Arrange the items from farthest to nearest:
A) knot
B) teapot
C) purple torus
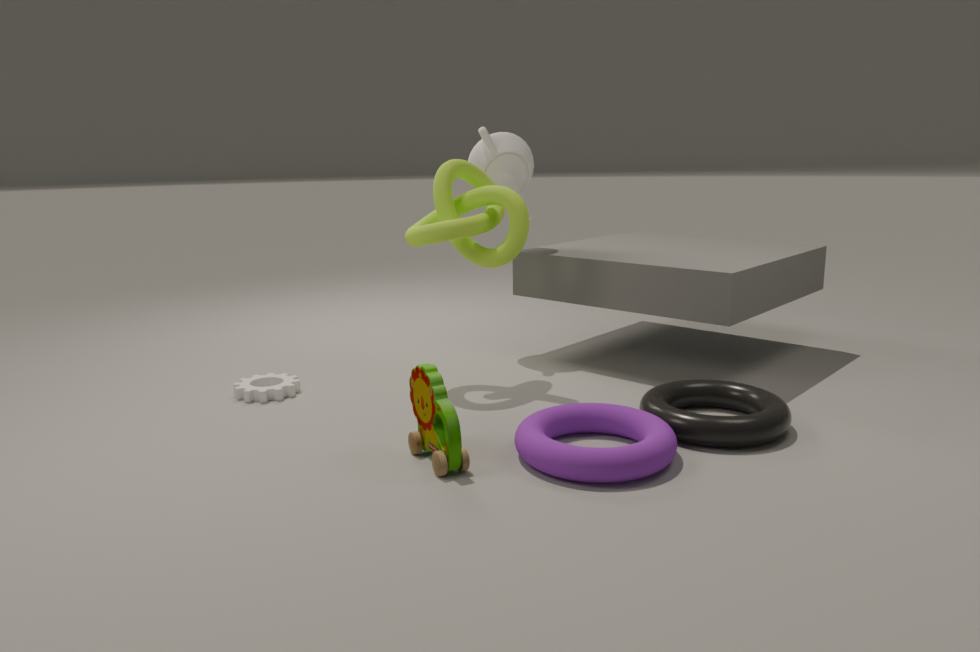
teapot, knot, purple torus
